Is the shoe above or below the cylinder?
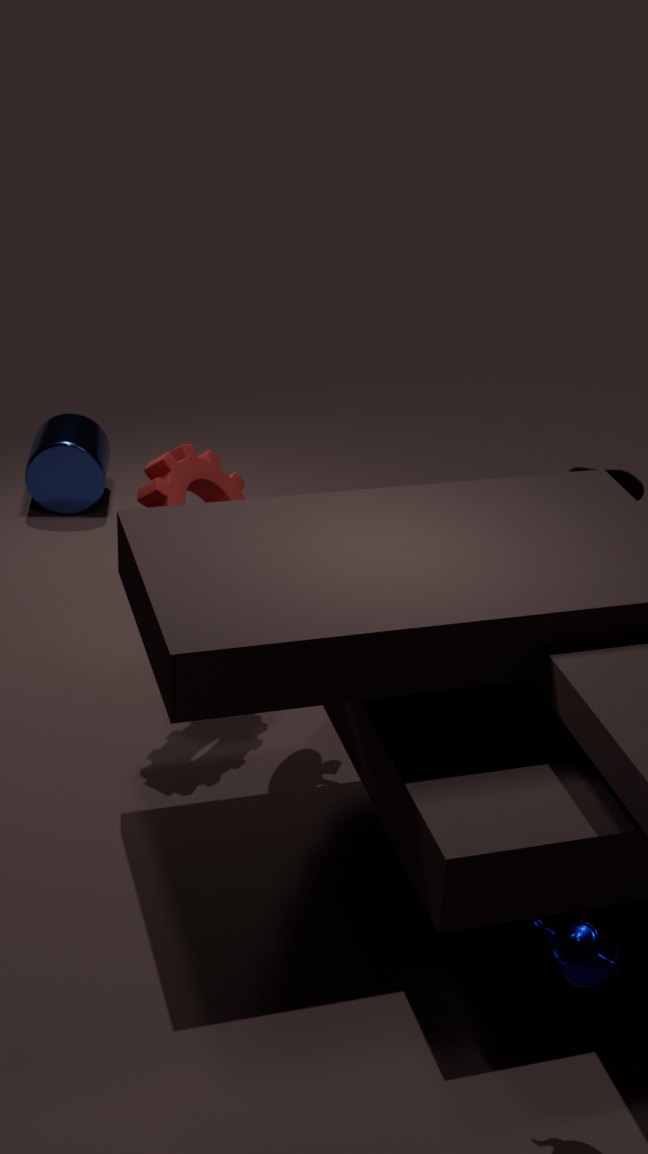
above
